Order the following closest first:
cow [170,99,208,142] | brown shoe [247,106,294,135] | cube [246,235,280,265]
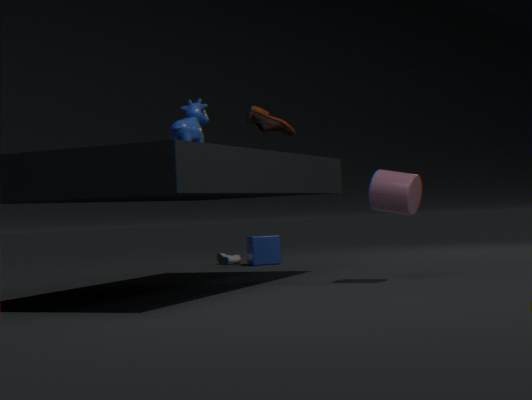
cow [170,99,208,142], brown shoe [247,106,294,135], cube [246,235,280,265]
